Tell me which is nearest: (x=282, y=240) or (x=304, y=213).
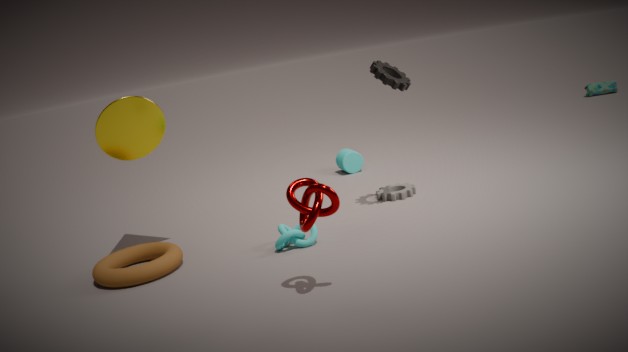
(x=304, y=213)
